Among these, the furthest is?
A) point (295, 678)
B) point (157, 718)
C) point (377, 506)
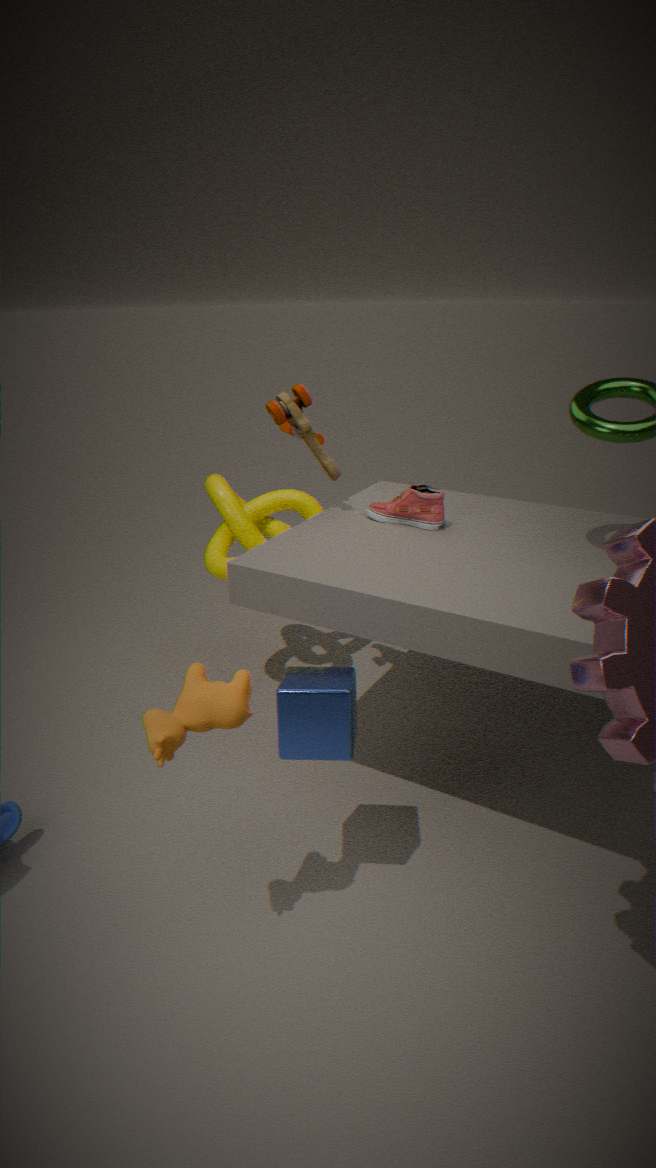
point (377, 506)
